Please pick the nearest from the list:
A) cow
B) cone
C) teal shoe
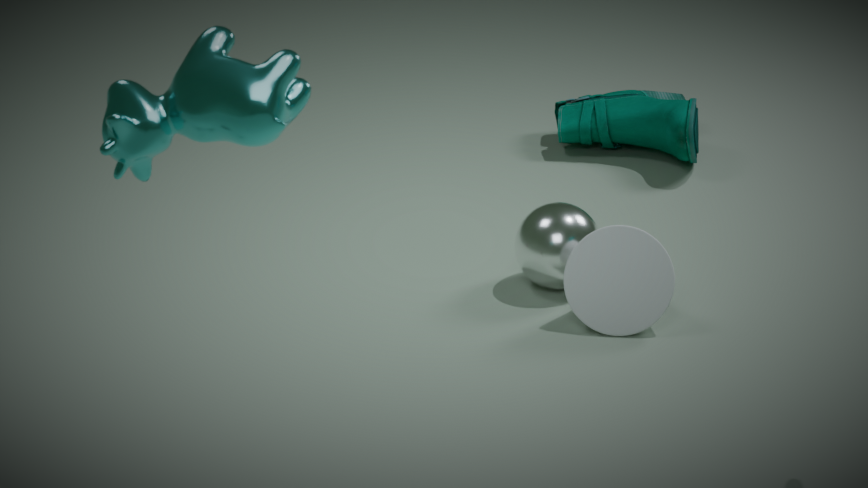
cow
